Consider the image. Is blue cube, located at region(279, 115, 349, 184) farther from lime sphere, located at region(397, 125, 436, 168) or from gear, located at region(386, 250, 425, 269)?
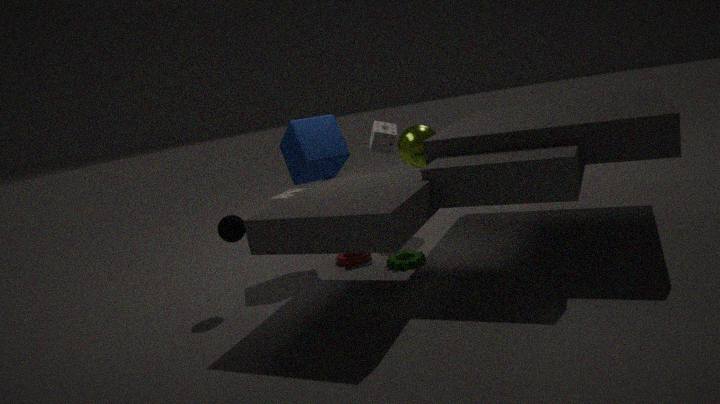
gear, located at region(386, 250, 425, 269)
